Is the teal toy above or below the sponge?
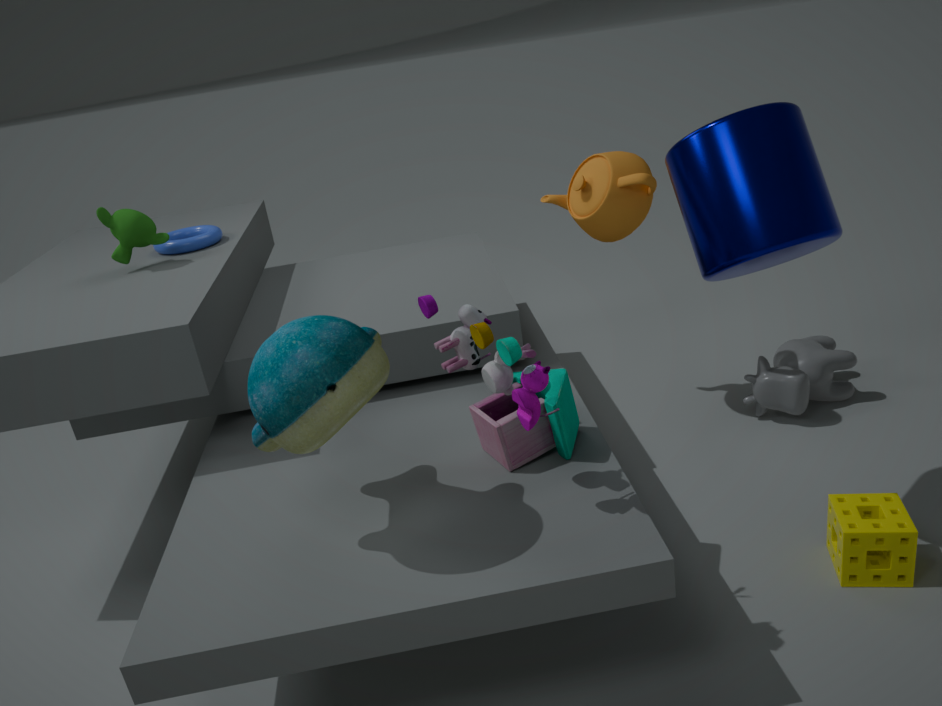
above
